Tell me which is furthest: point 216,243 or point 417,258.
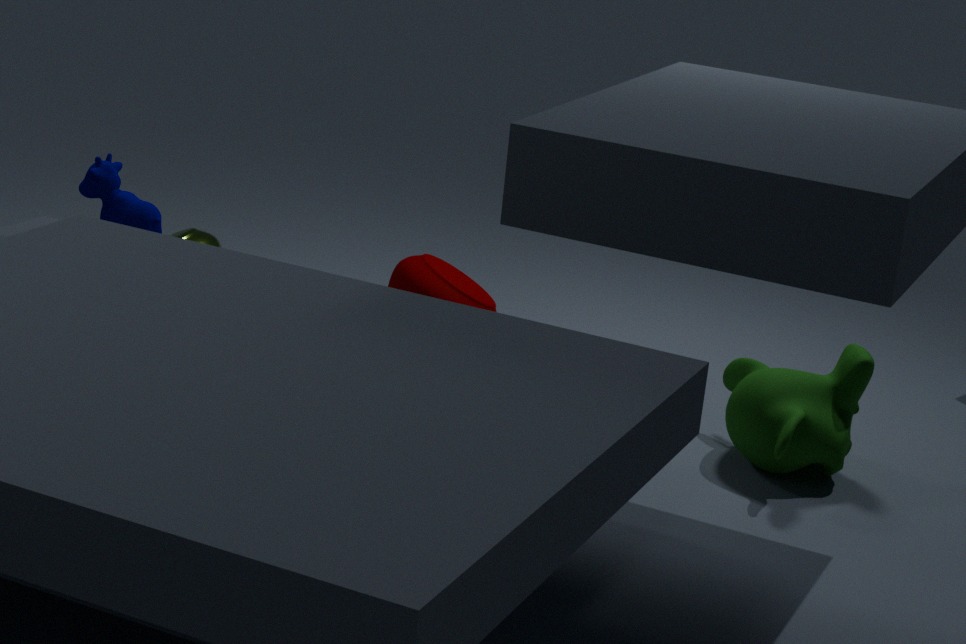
point 216,243
